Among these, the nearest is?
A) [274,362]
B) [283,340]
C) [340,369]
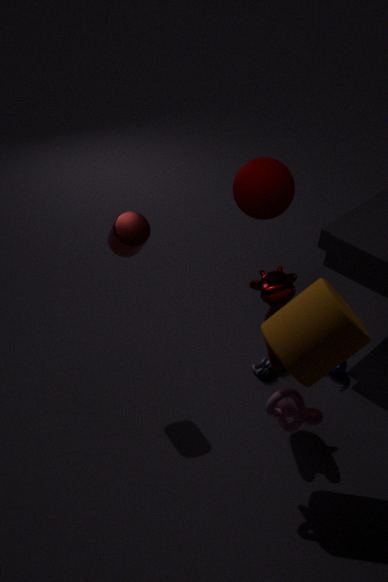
[283,340]
